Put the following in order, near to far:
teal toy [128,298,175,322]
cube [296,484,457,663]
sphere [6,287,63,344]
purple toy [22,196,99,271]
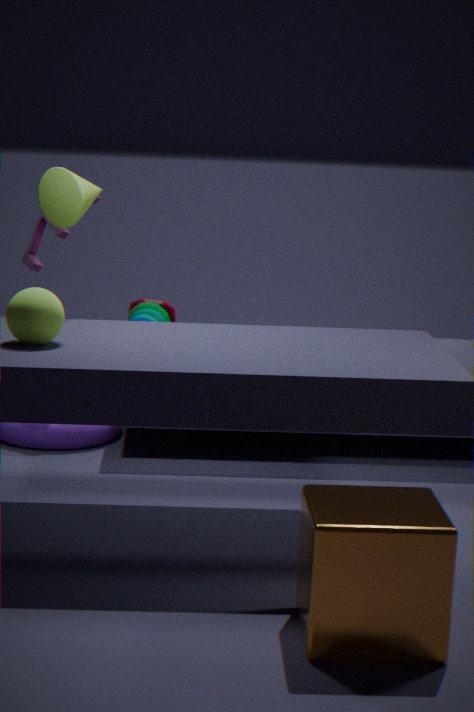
cube [296,484,457,663], sphere [6,287,63,344], purple toy [22,196,99,271], teal toy [128,298,175,322]
